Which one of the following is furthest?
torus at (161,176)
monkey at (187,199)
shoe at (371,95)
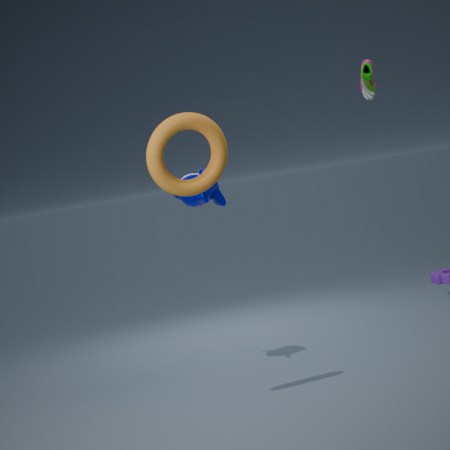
shoe at (371,95)
